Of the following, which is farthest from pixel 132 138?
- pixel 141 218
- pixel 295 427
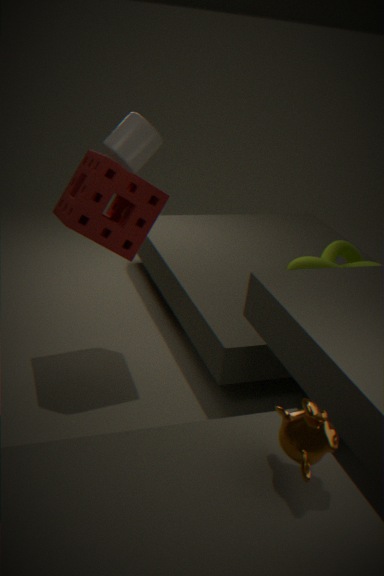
pixel 295 427
